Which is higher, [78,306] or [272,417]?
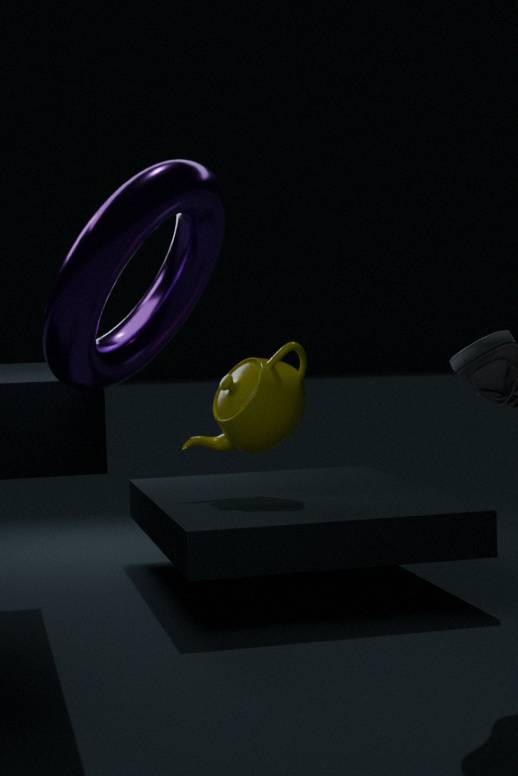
[78,306]
